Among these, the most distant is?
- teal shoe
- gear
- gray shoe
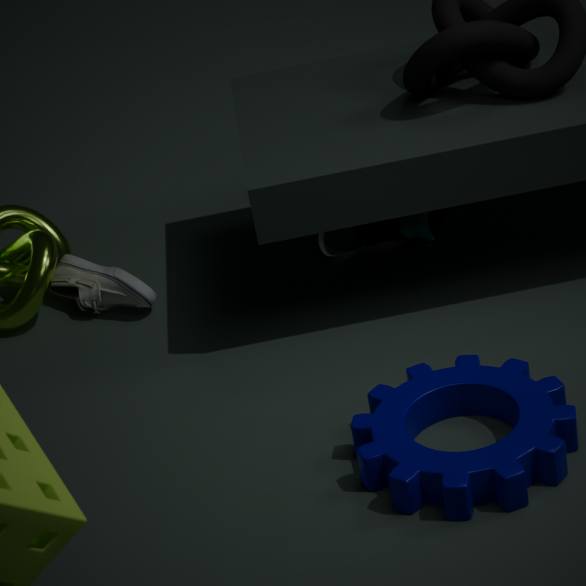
teal shoe
